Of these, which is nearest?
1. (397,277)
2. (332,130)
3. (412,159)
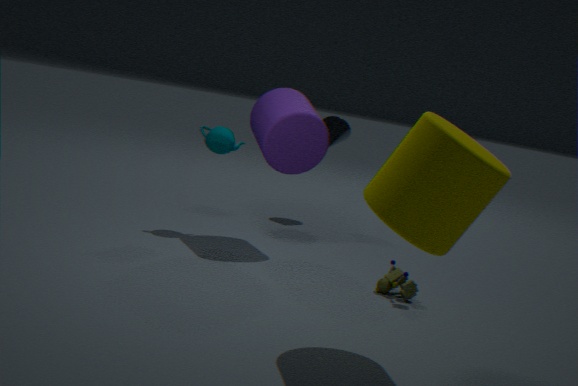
(412,159)
